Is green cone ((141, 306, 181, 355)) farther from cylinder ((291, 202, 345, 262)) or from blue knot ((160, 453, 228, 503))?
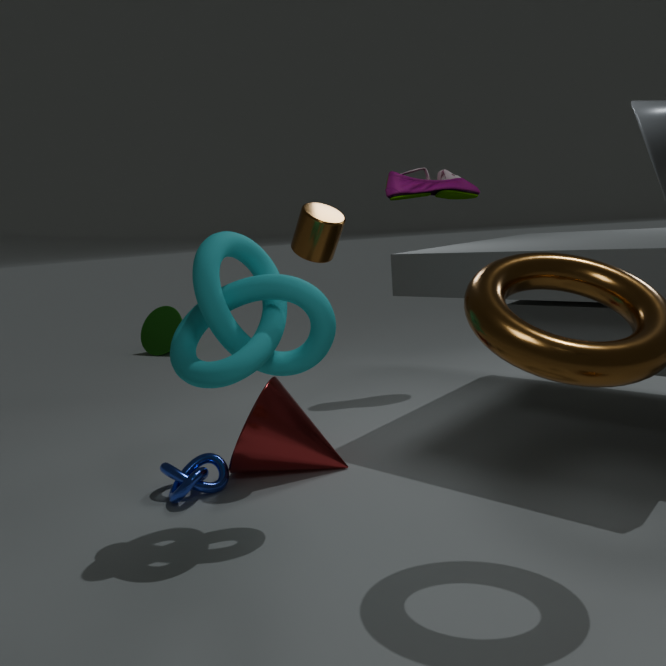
cylinder ((291, 202, 345, 262))
